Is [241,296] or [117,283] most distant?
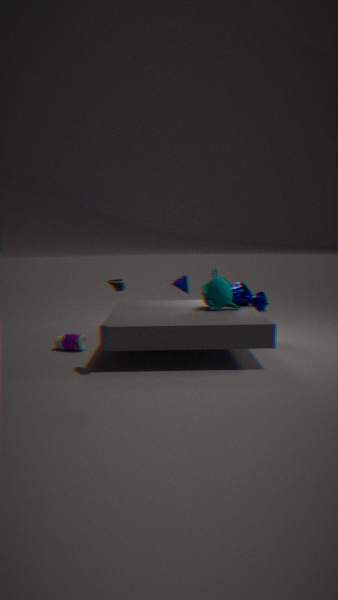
[241,296]
